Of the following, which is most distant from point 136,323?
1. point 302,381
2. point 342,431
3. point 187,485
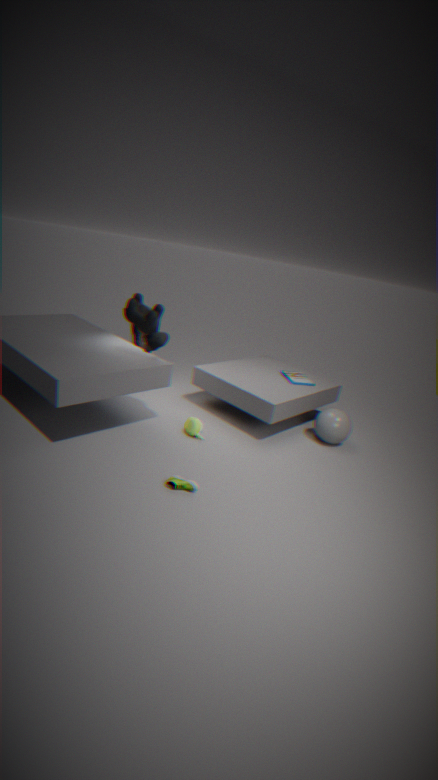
point 342,431
